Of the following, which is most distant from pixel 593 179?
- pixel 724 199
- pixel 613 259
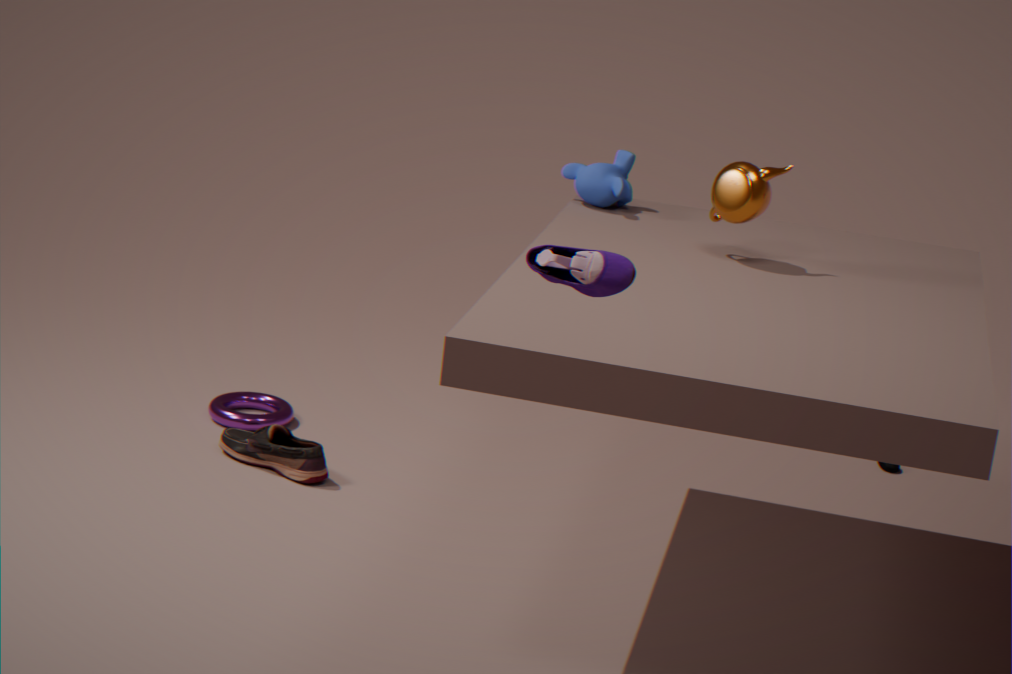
pixel 613 259
